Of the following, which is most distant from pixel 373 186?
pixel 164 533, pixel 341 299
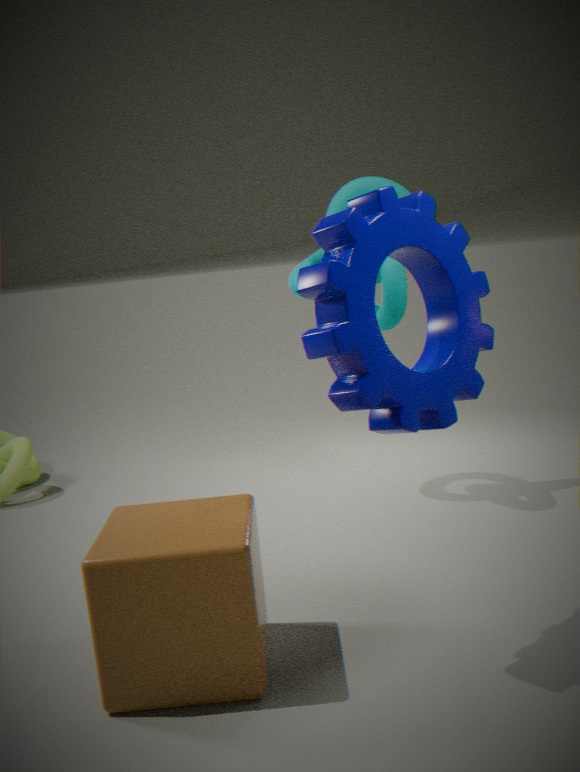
pixel 164 533
